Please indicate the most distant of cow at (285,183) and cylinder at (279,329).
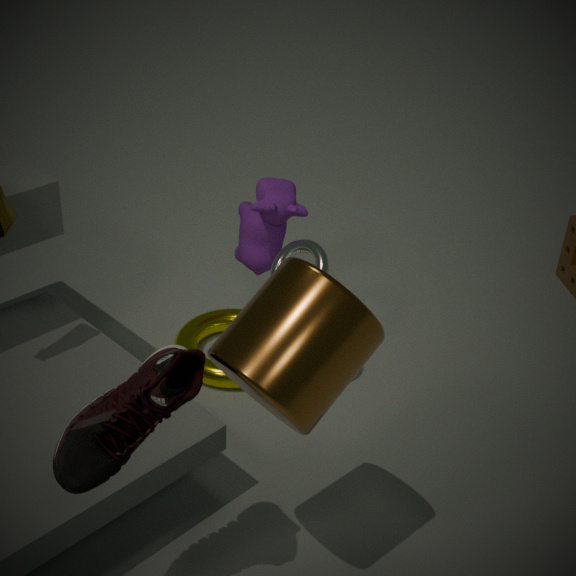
cow at (285,183)
